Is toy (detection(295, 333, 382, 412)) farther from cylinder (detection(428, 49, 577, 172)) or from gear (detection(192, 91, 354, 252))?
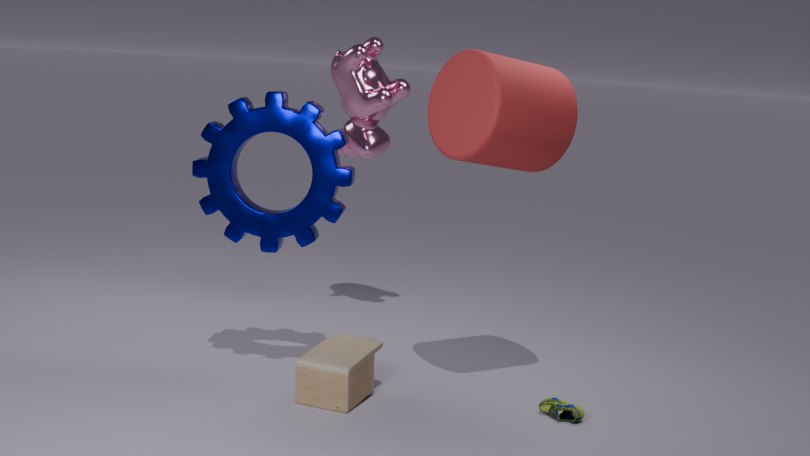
cylinder (detection(428, 49, 577, 172))
